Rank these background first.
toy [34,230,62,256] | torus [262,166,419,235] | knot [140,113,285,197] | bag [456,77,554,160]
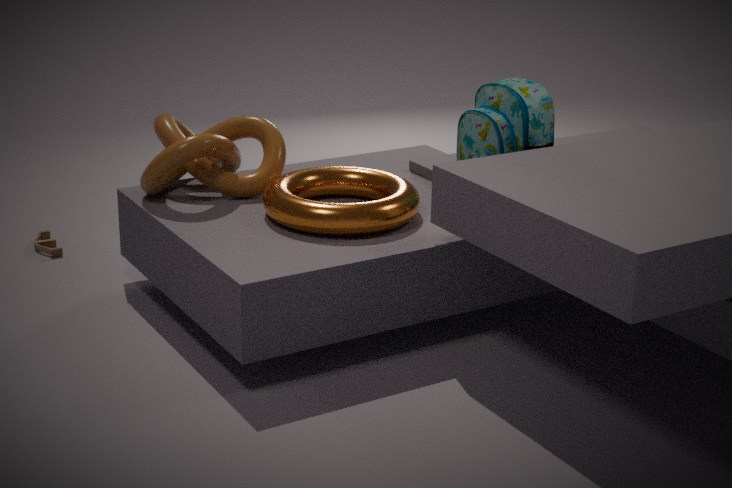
toy [34,230,62,256] → bag [456,77,554,160] → knot [140,113,285,197] → torus [262,166,419,235]
